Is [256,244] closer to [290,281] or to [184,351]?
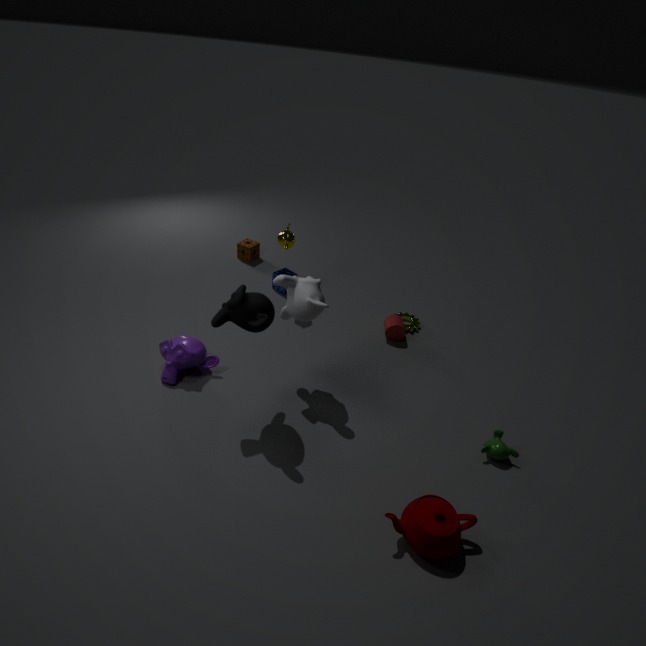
[184,351]
